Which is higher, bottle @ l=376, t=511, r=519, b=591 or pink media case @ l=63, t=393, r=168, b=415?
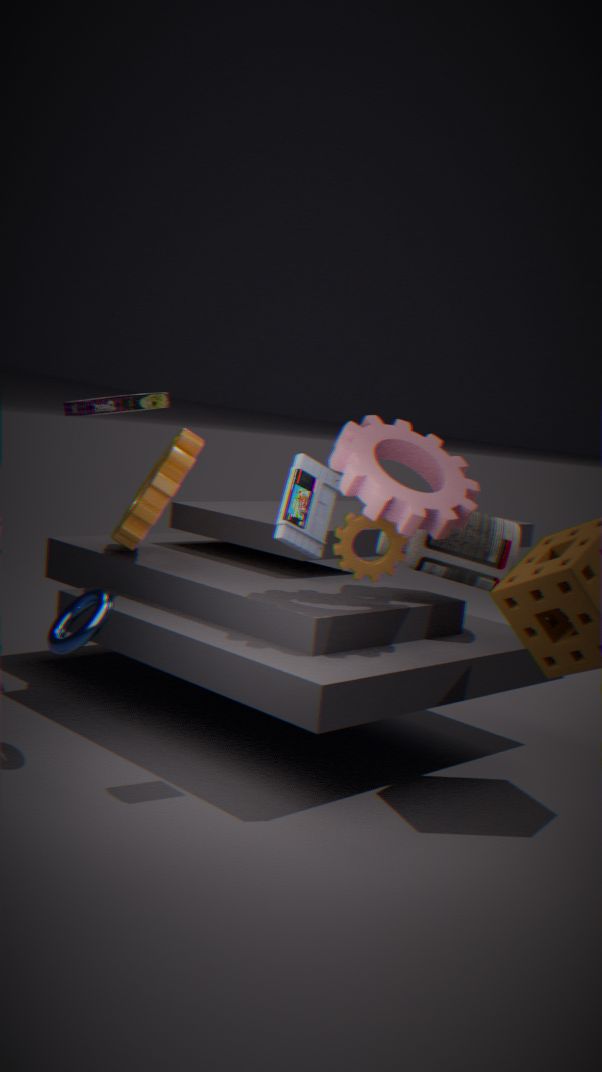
pink media case @ l=63, t=393, r=168, b=415
